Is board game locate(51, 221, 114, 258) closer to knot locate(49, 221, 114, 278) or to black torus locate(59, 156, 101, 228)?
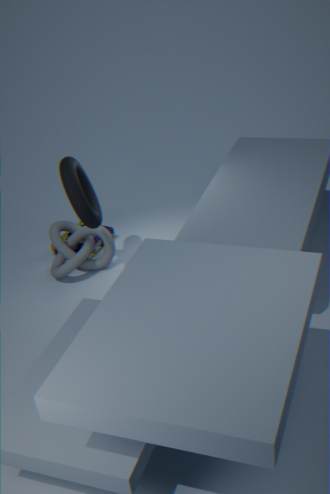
knot locate(49, 221, 114, 278)
